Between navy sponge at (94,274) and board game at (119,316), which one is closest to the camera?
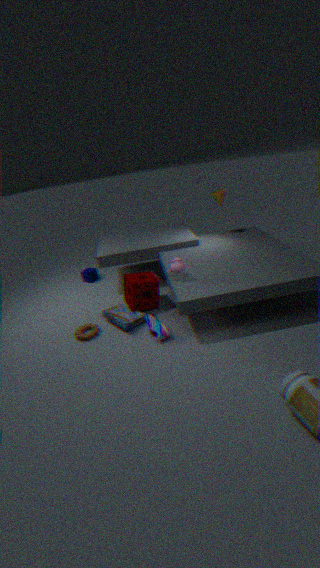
board game at (119,316)
